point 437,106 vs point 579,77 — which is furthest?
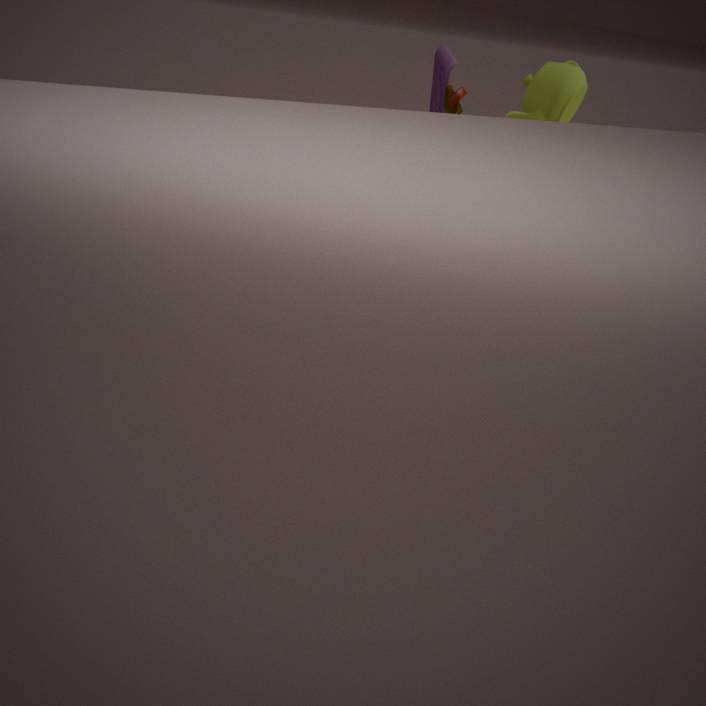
point 579,77
